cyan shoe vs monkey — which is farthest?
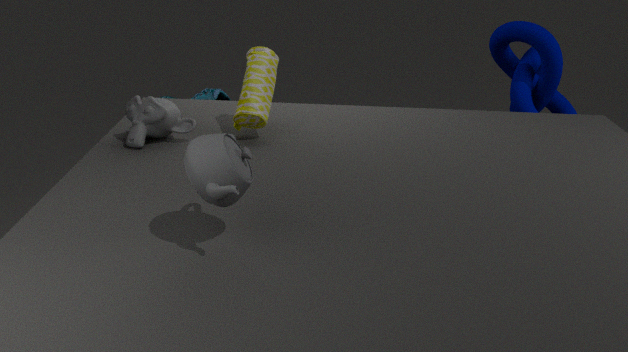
cyan shoe
